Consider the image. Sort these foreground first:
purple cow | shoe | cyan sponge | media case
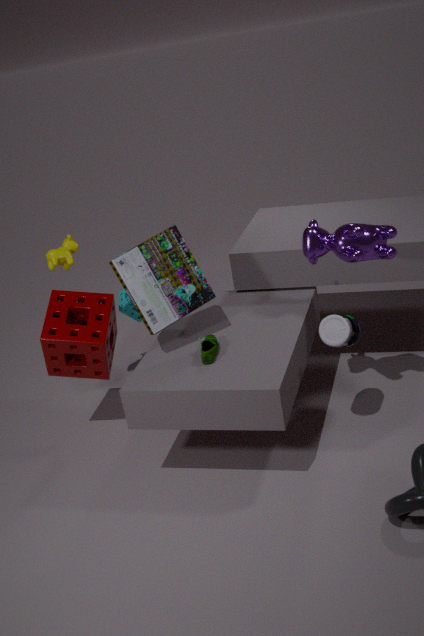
purple cow, shoe, media case, cyan sponge
